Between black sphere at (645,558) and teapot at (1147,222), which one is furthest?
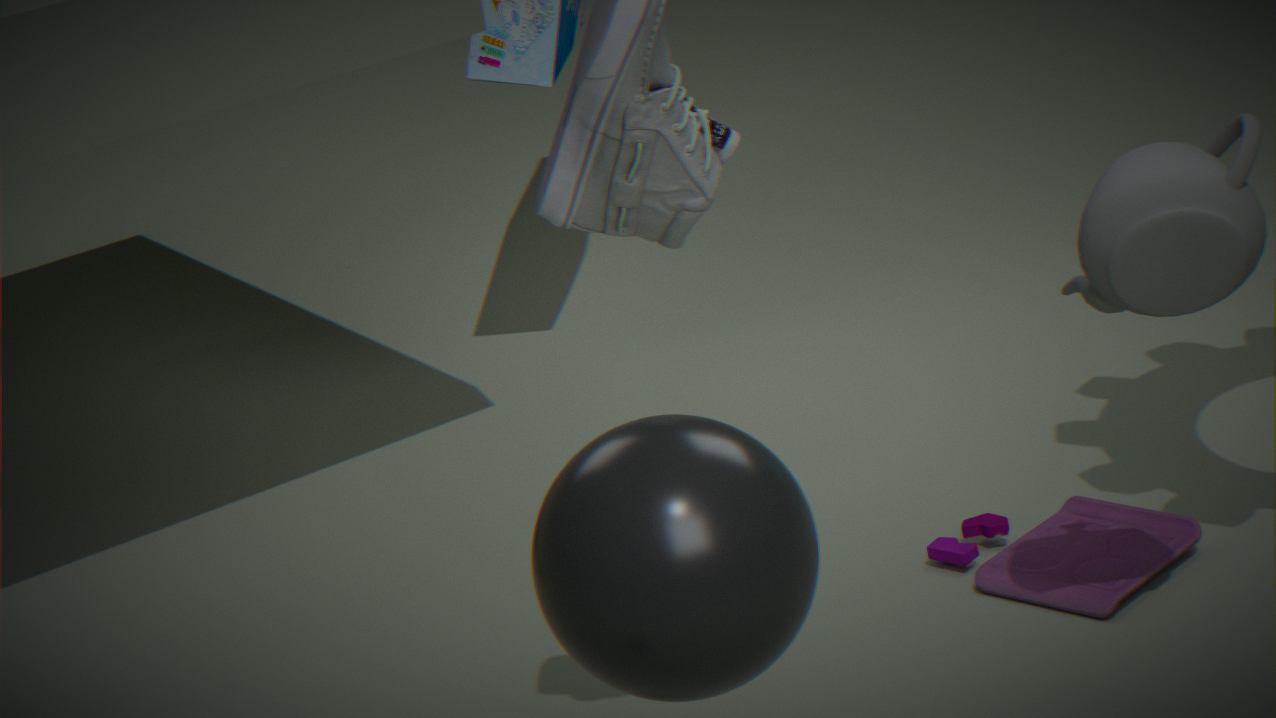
teapot at (1147,222)
